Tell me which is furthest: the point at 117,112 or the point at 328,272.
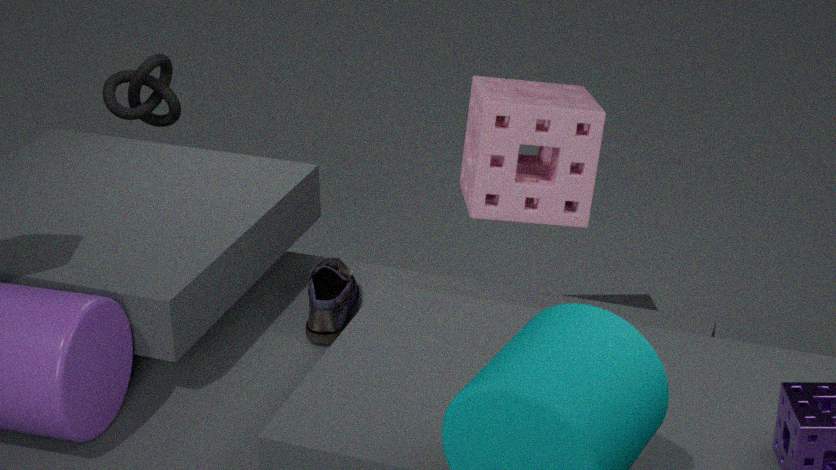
the point at 117,112
